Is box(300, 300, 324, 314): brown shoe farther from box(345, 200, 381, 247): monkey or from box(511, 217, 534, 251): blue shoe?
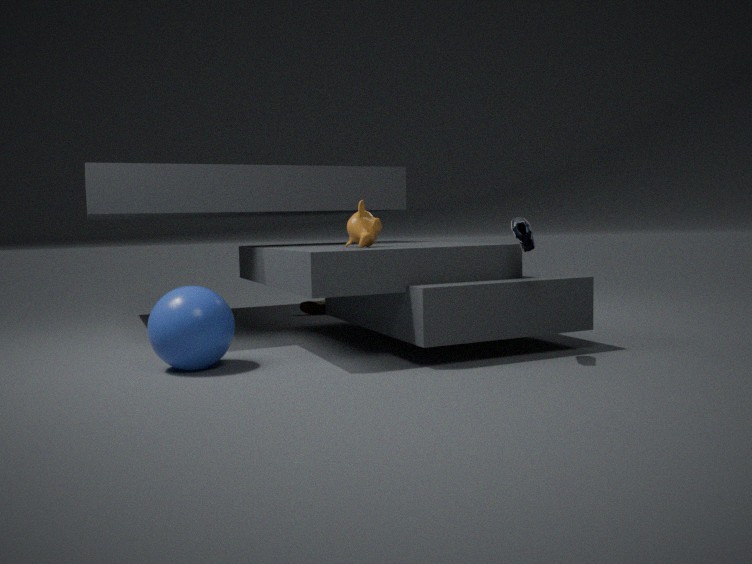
box(511, 217, 534, 251): blue shoe
